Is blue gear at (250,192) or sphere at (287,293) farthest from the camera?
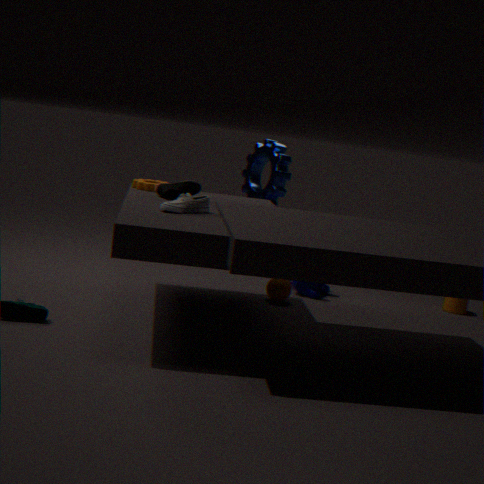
blue gear at (250,192)
